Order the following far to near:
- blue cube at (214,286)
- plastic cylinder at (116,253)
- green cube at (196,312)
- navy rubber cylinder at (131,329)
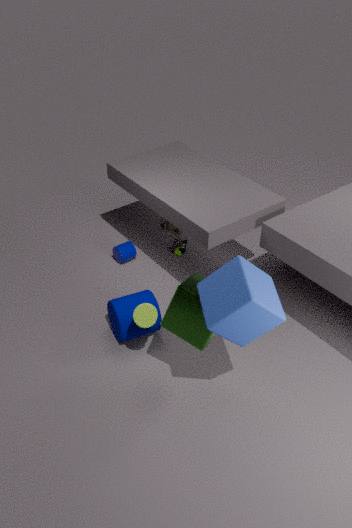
plastic cylinder at (116,253) < navy rubber cylinder at (131,329) < green cube at (196,312) < blue cube at (214,286)
